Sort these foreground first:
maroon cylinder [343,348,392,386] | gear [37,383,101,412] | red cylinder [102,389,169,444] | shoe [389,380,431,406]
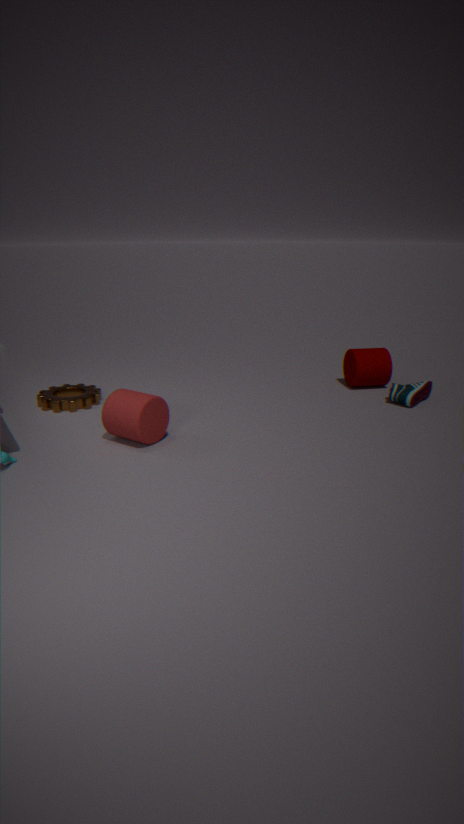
1. red cylinder [102,389,169,444]
2. gear [37,383,101,412]
3. shoe [389,380,431,406]
4. maroon cylinder [343,348,392,386]
